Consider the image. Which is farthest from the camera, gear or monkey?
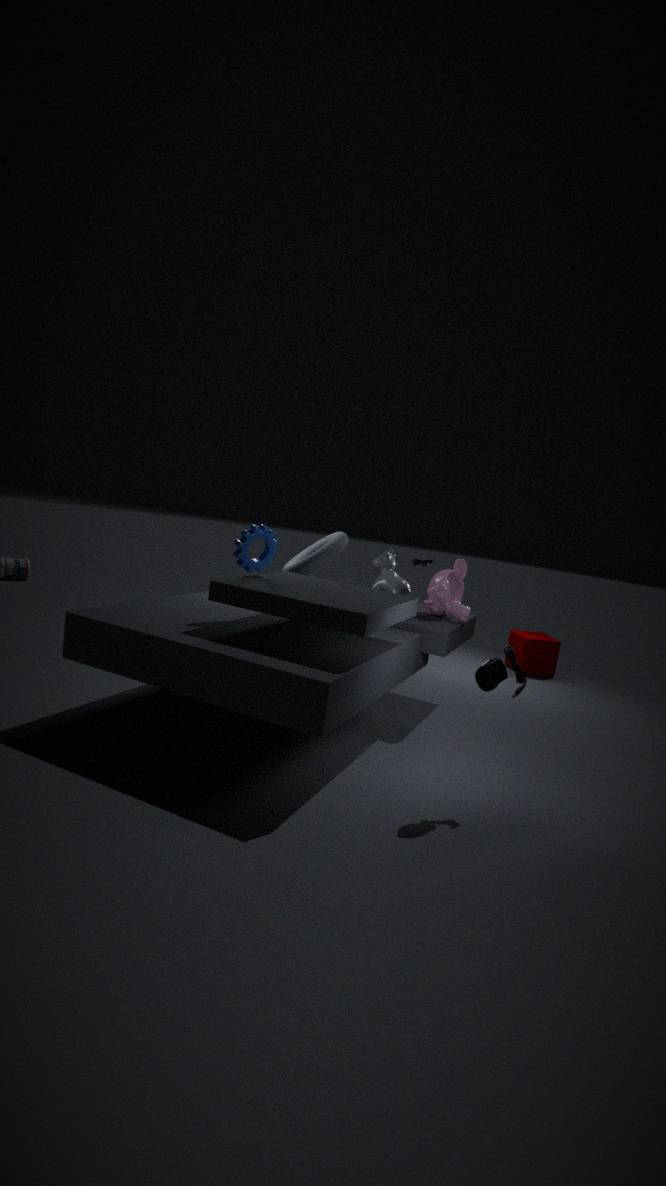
monkey
